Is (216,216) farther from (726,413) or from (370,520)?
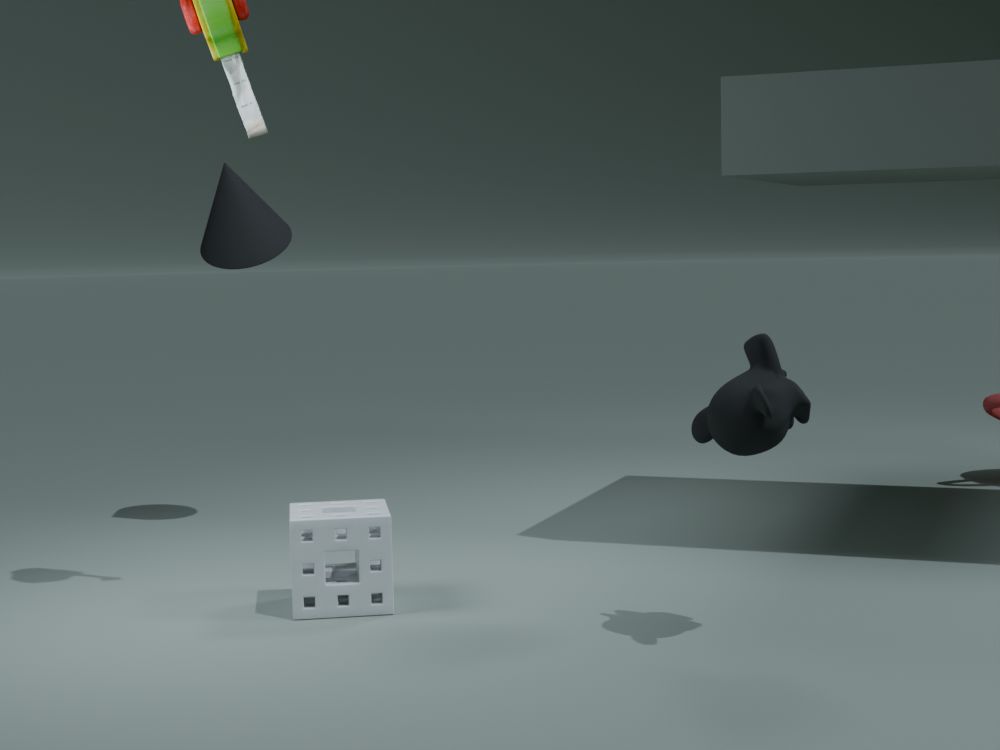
(726,413)
